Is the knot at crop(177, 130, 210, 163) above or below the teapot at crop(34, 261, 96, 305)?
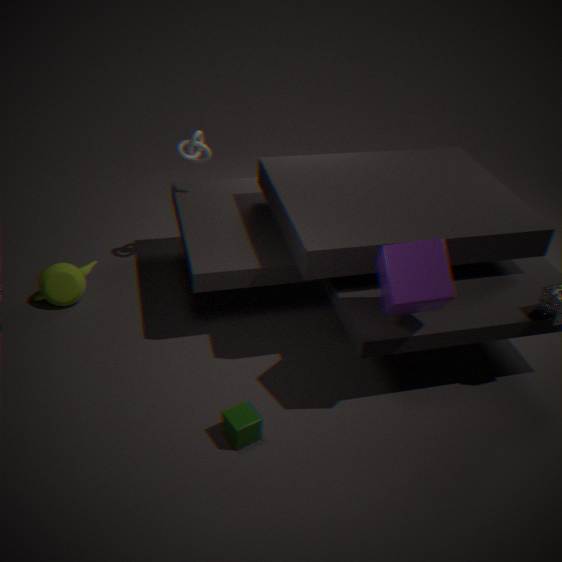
above
